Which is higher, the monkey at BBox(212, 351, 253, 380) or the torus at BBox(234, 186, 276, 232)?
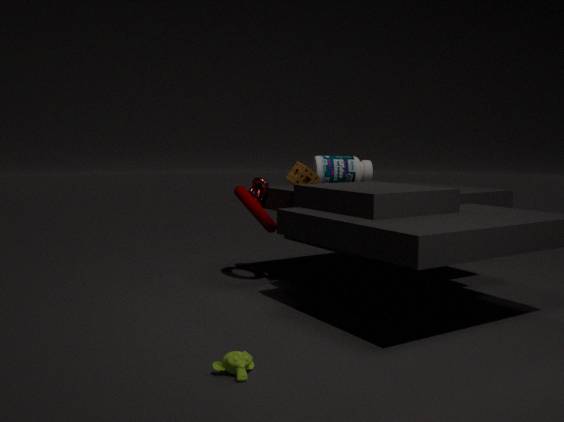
the torus at BBox(234, 186, 276, 232)
